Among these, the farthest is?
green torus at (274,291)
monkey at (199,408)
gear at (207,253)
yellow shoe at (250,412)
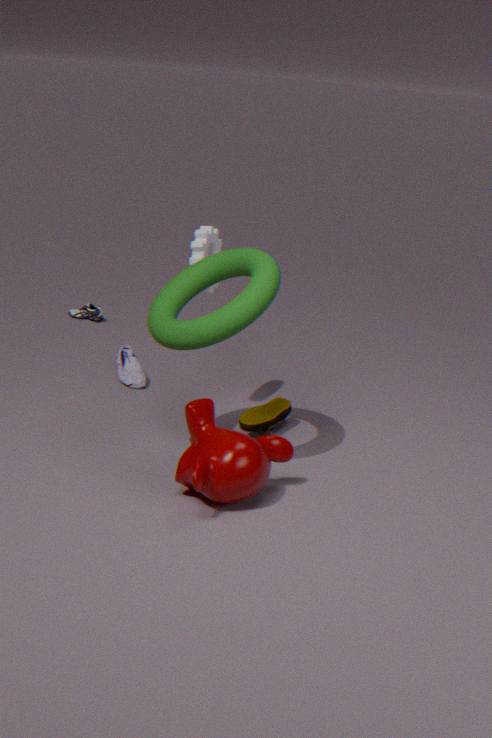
yellow shoe at (250,412)
